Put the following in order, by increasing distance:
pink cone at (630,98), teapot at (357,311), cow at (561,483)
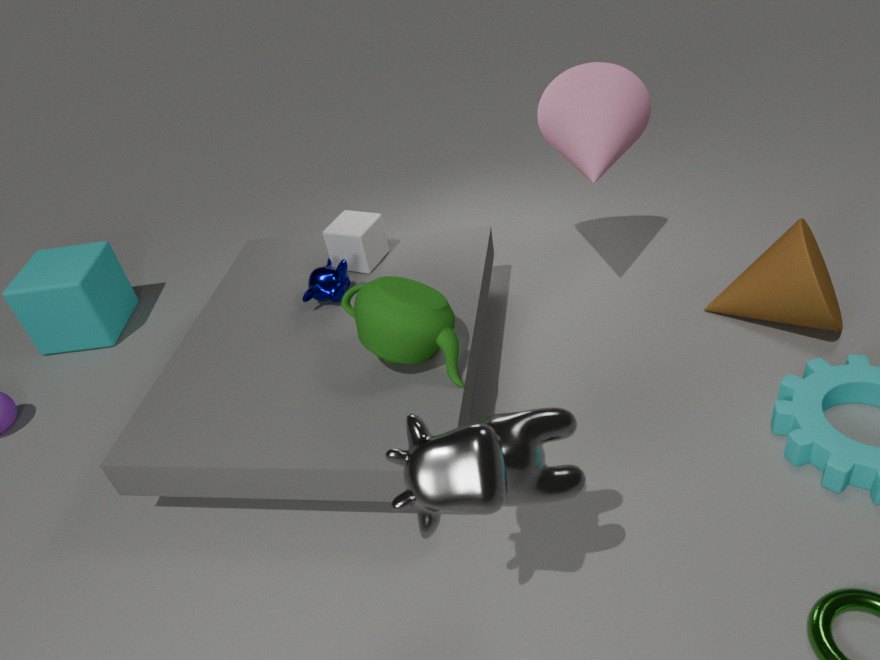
cow at (561,483)
teapot at (357,311)
pink cone at (630,98)
